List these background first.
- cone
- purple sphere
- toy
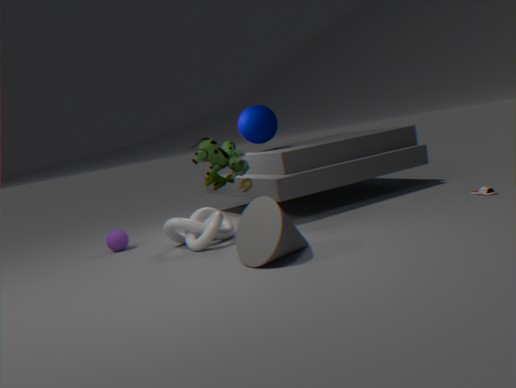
purple sphere → toy → cone
